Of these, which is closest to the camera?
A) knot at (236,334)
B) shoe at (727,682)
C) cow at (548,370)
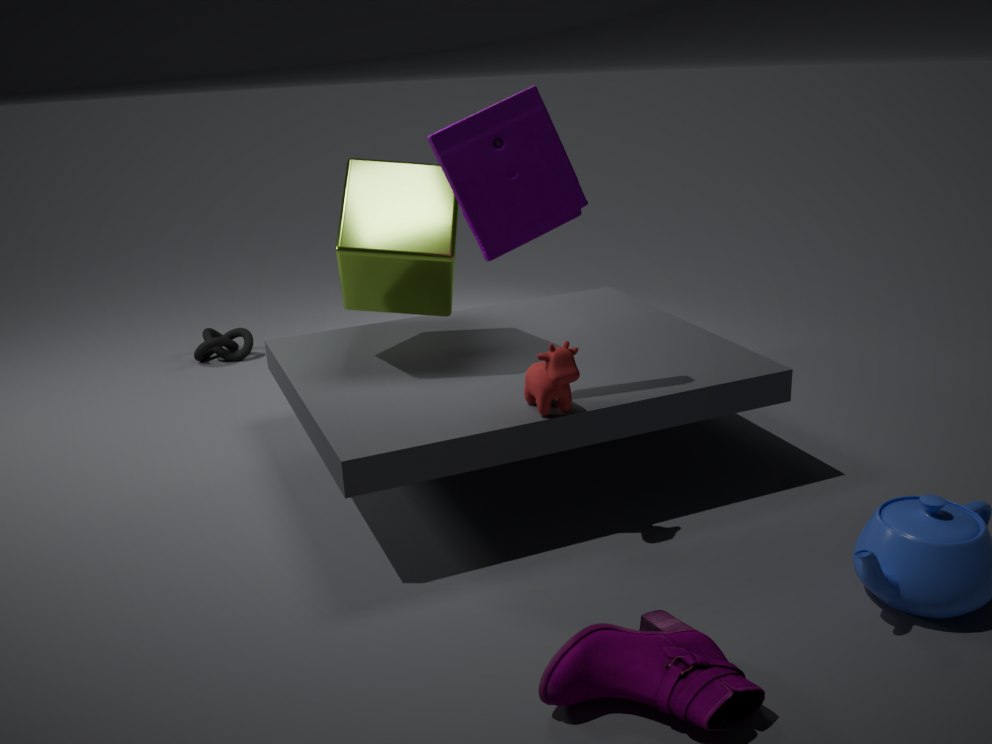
shoe at (727,682)
